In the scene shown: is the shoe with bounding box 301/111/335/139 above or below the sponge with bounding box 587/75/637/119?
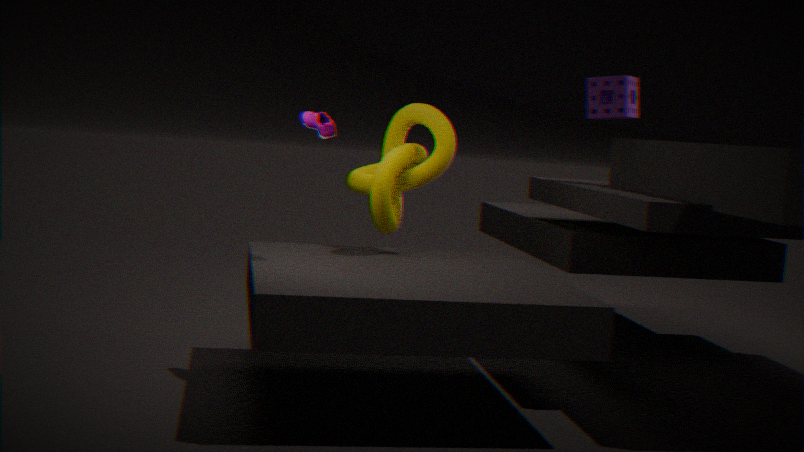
below
